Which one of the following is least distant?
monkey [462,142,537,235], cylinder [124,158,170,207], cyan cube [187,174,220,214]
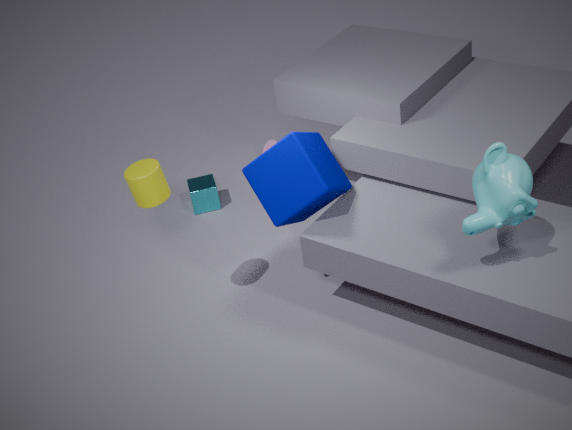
monkey [462,142,537,235]
